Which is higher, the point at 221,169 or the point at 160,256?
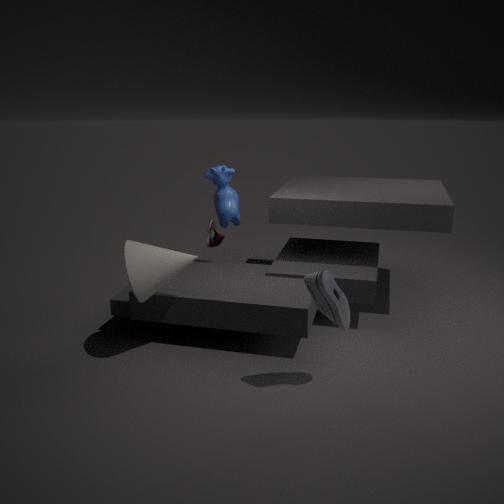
the point at 221,169
